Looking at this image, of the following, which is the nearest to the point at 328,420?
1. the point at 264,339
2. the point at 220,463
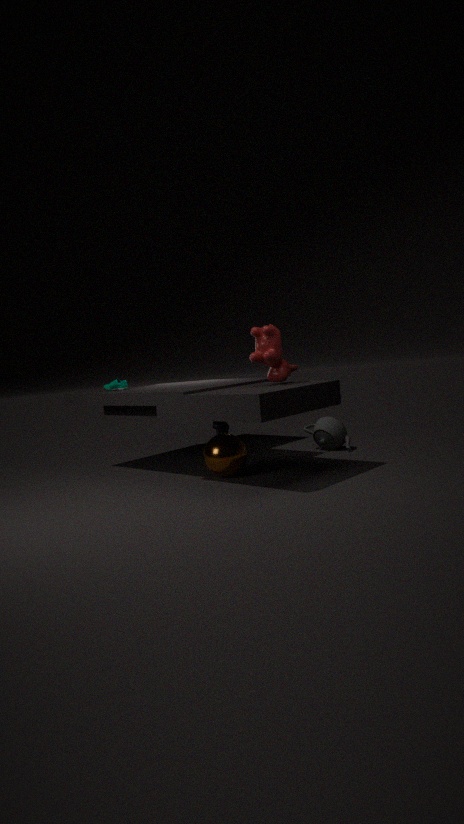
the point at 220,463
